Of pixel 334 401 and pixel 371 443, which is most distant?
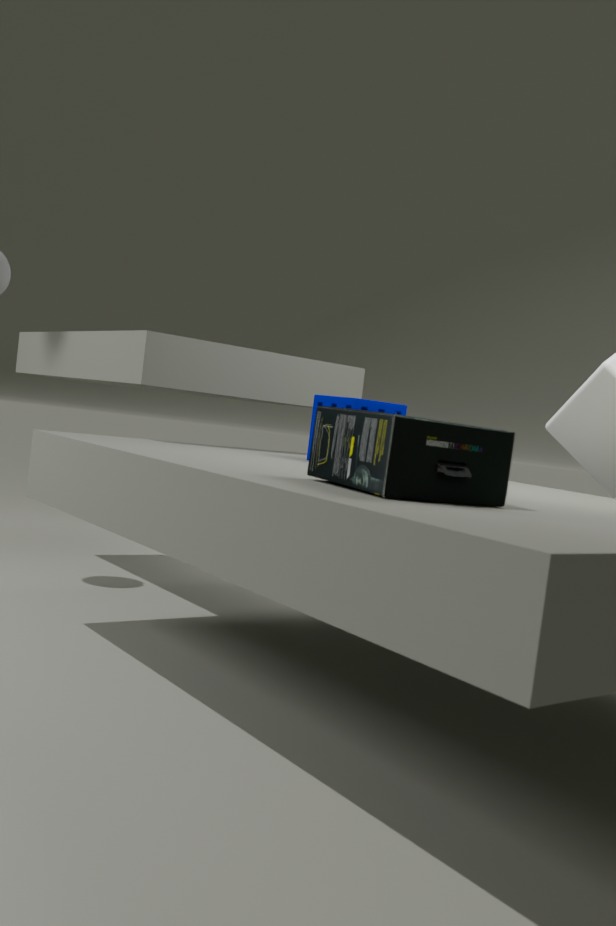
pixel 334 401
